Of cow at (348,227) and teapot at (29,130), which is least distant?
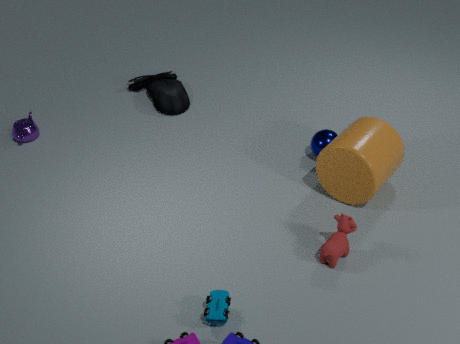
cow at (348,227)
